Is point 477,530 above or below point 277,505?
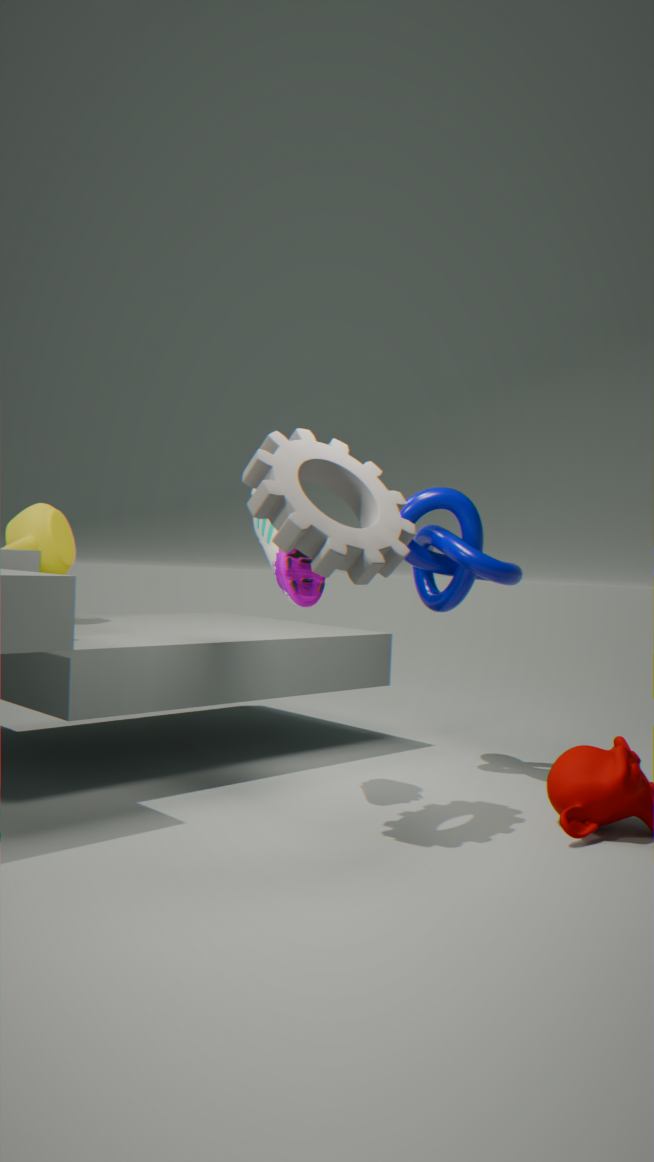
below
